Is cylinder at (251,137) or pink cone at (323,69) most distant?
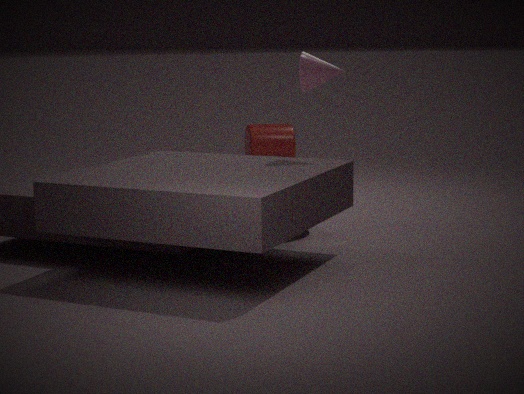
cylinder at (251,137)
